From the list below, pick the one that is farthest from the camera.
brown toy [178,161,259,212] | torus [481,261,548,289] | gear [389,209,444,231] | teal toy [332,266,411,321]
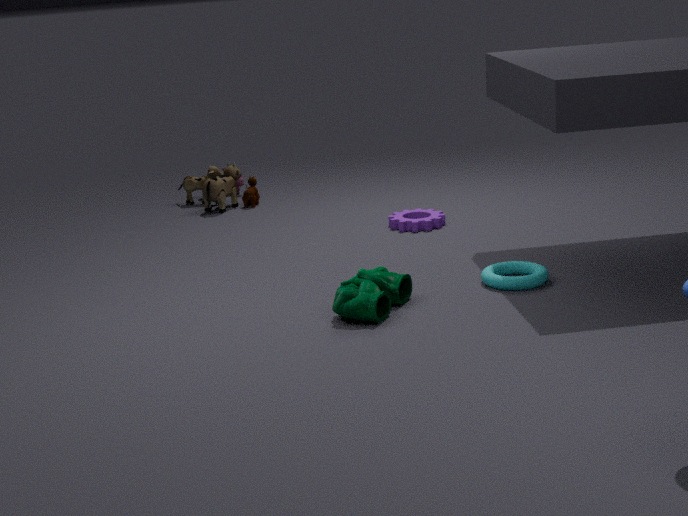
brown toy [178,161,259,212]
